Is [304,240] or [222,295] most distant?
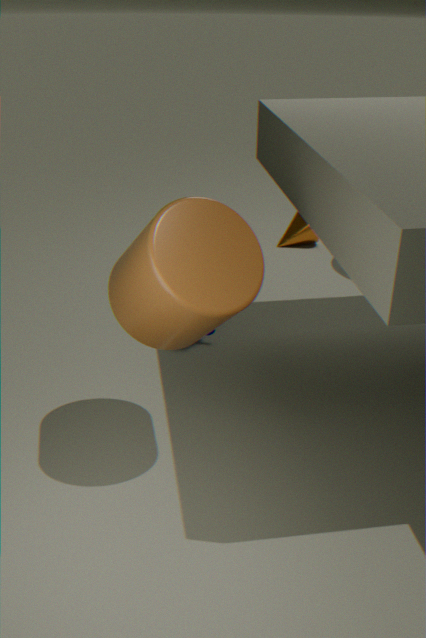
[304,240]
